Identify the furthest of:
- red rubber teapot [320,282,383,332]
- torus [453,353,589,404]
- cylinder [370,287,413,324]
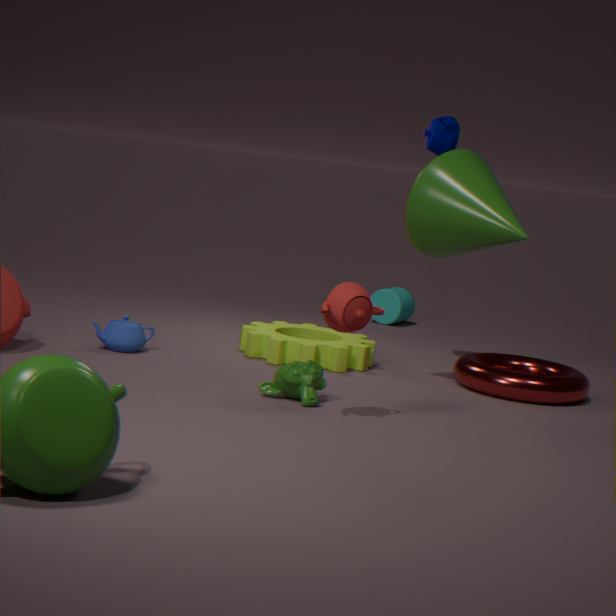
cylinder [370,287,413,324]
